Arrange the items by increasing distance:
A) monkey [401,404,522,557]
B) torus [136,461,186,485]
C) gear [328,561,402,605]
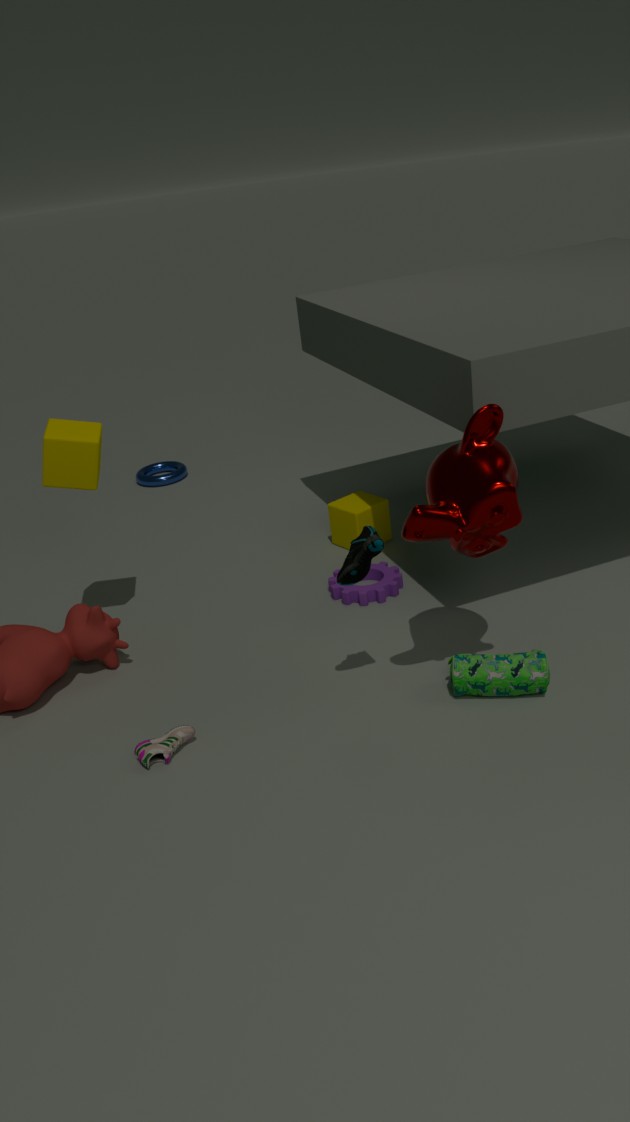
monkey [401,404,522,557]
gear [328,561,402,605]
torus [136,461,186,485]
